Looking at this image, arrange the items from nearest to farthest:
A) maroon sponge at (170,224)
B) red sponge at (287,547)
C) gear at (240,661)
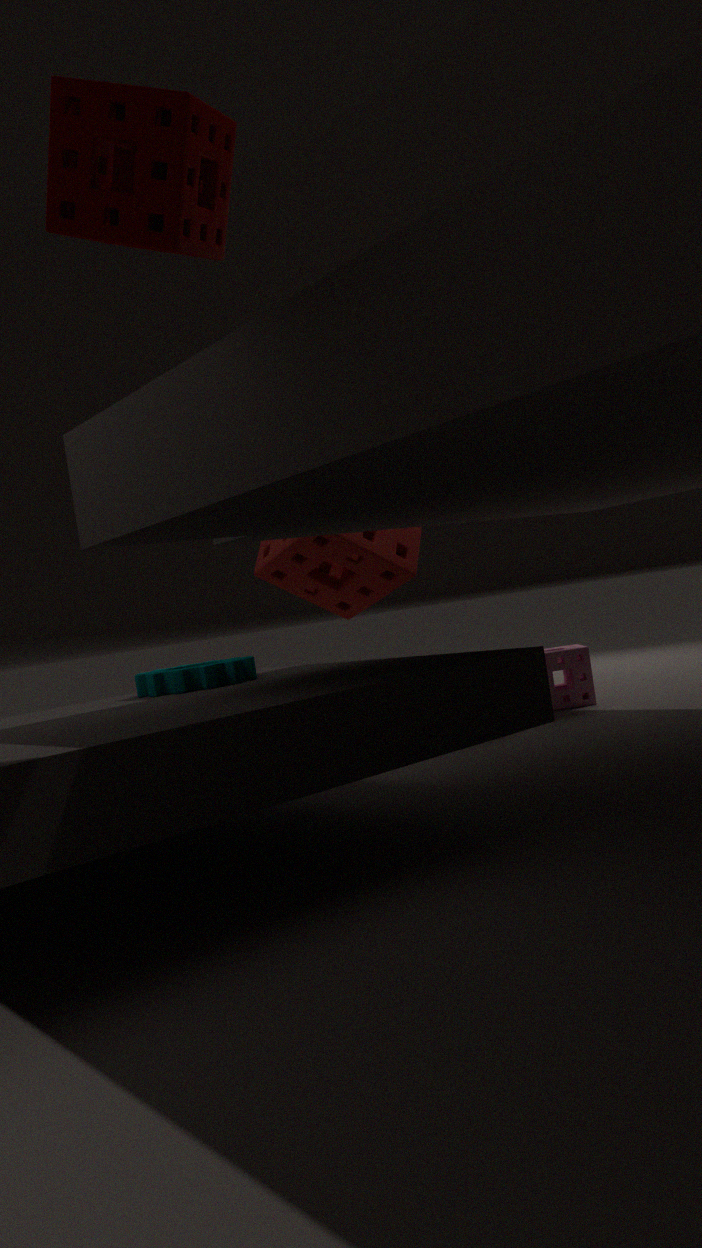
maroon sponge at (170,224) → gear at (240,661) → red sponge at (287,547)
